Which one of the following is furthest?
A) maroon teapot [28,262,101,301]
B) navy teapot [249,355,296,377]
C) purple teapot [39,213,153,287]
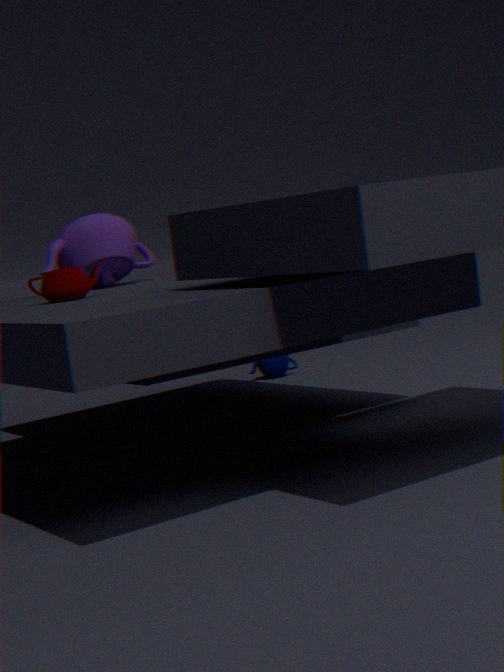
navy teapot [249,355,296,377]
